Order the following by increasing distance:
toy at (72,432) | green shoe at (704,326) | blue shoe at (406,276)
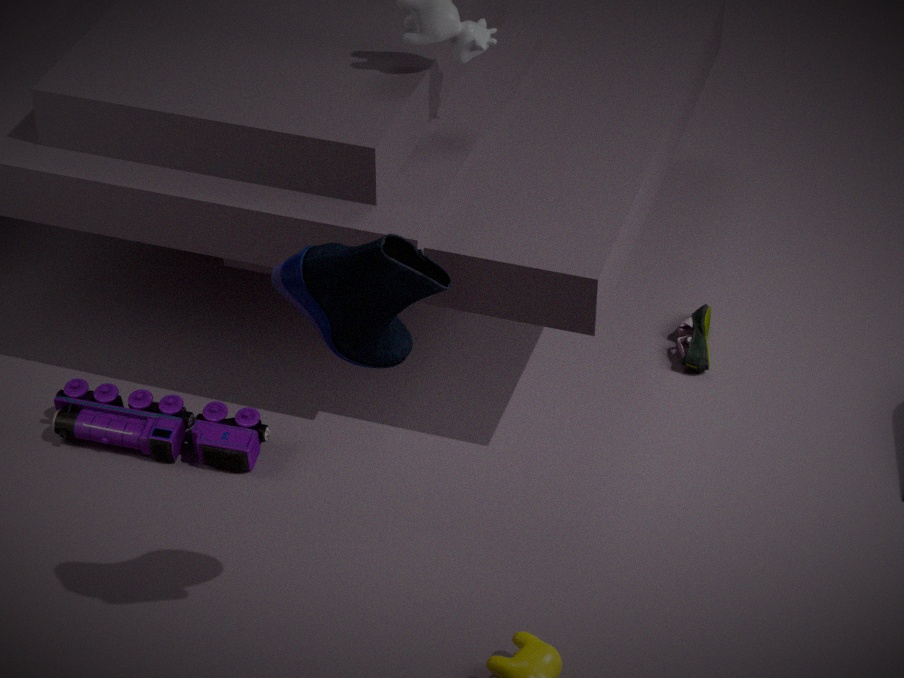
blue shoe at (406,276) < toy at (72,432) < green shoe at (704,326)
